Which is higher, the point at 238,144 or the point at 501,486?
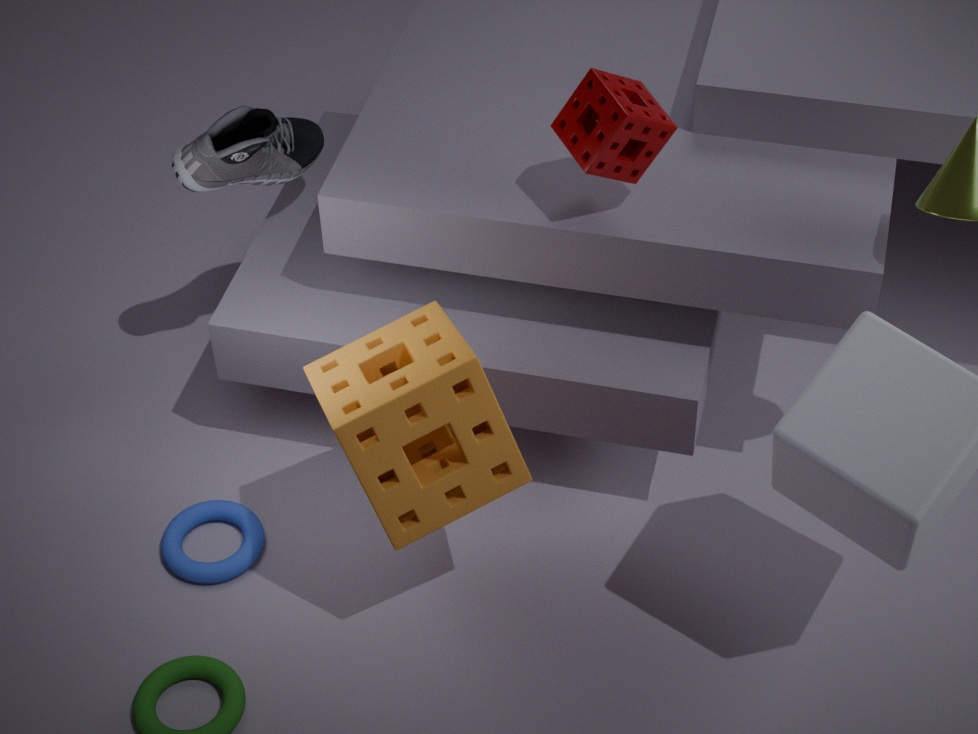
the point at 238,144
